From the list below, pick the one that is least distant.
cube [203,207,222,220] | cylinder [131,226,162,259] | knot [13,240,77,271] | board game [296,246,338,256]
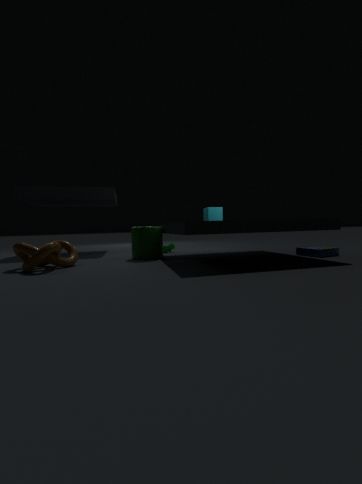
knot [13,240,77,271]
